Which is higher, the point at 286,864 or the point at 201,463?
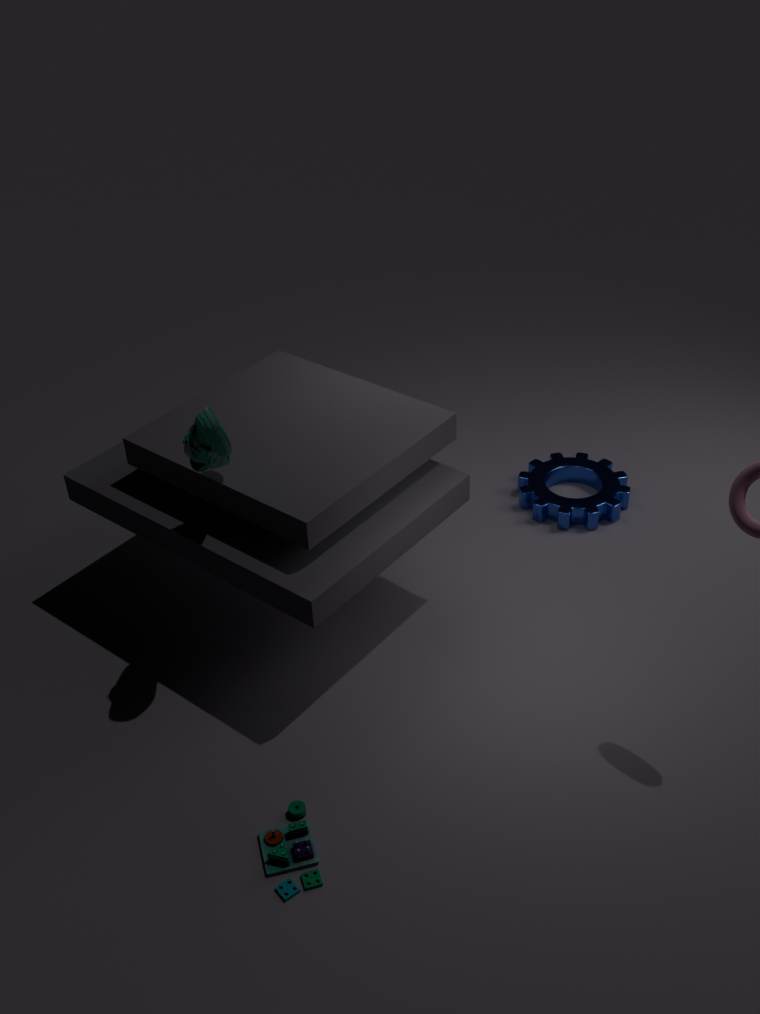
the point at 201,463
